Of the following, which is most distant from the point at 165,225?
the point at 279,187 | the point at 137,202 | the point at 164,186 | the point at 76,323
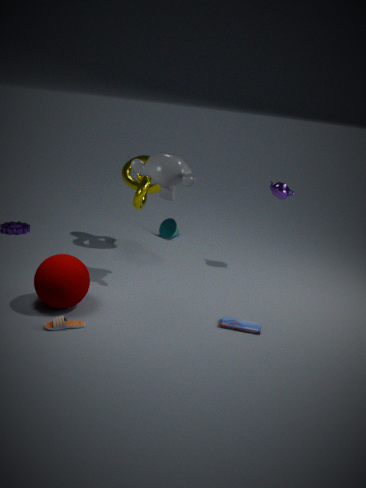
the point at 76,323
